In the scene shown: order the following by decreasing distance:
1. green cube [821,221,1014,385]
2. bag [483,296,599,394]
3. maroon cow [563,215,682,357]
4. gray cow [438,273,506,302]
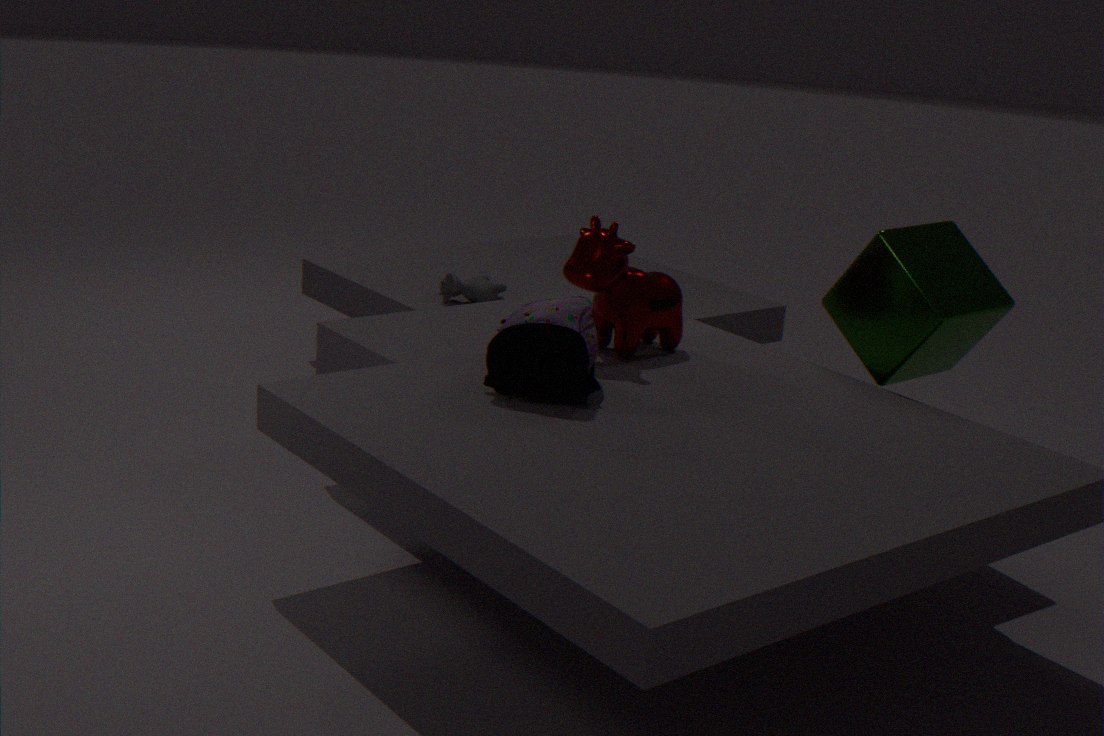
1. gray cow [438,273,506,302]
2. maroon cow [563,215,682,357]
3. green cube [821,221,1014,385]
4. bag [483,296,599,394]
